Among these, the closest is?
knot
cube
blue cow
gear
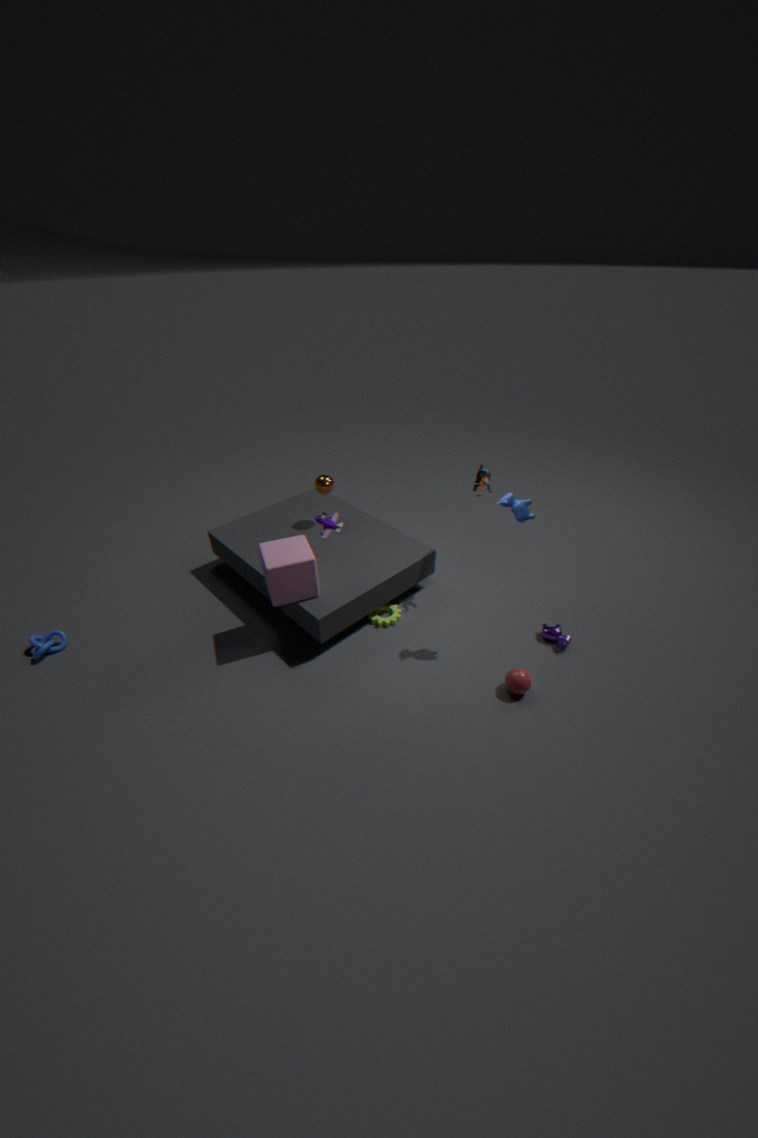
blue cow
